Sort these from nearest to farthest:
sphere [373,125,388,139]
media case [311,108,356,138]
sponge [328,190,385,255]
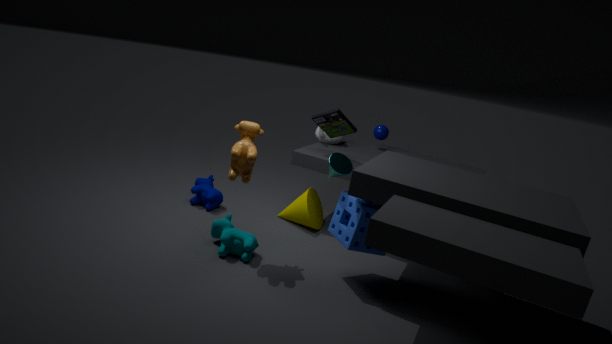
1. sponge [328,190,385,255]
2. media case [311,108,356,138]
3. sphere [373,125,388,139]
